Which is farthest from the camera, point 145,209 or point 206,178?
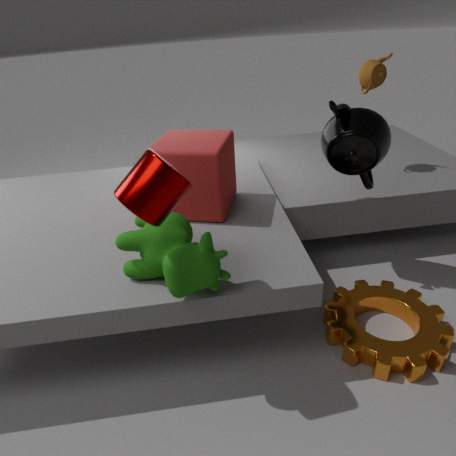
point 206,178
